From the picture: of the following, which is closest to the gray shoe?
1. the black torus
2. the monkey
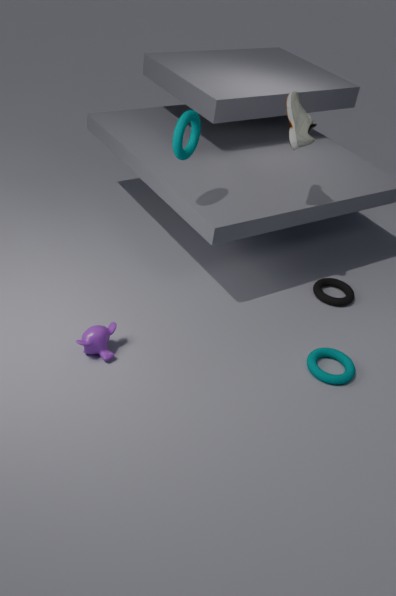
the black torus
